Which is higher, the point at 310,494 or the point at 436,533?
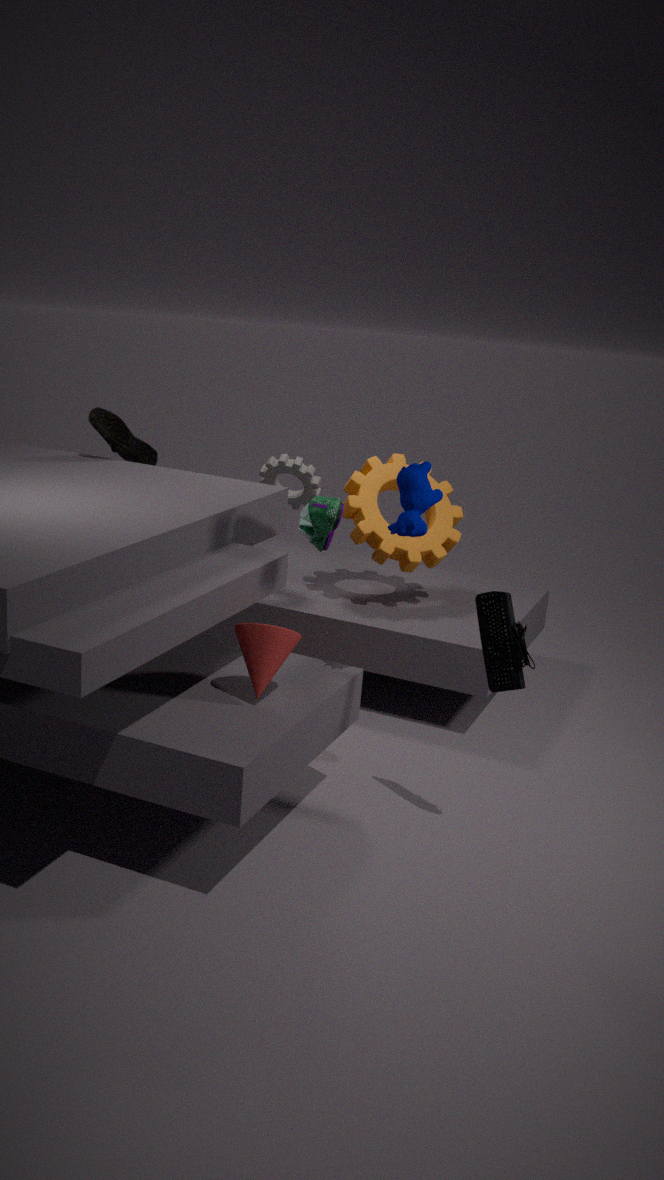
the point at 310,494
